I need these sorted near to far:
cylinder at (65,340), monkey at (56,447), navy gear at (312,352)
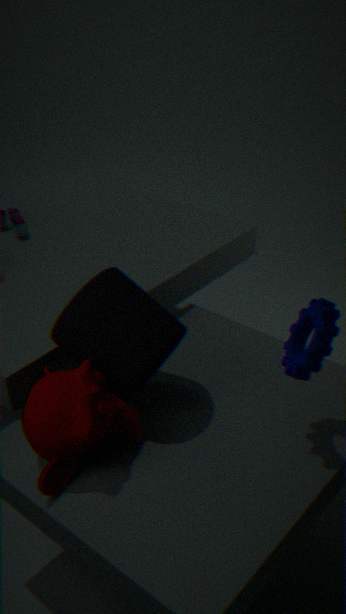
navy gear at (312,352) → monkey at (56,447) → cylinder at (65,340)
